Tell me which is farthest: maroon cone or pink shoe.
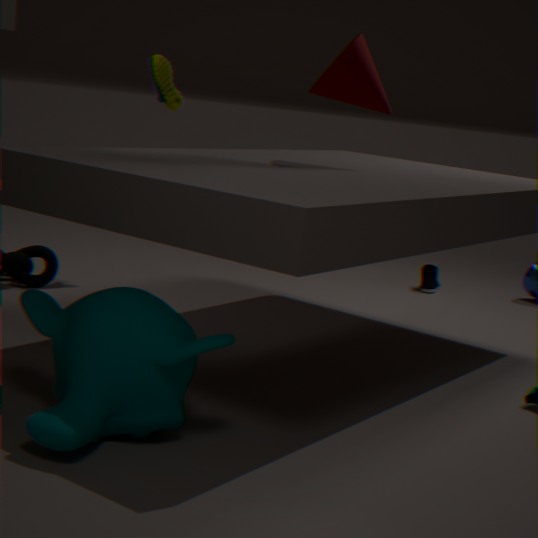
pink shoe
